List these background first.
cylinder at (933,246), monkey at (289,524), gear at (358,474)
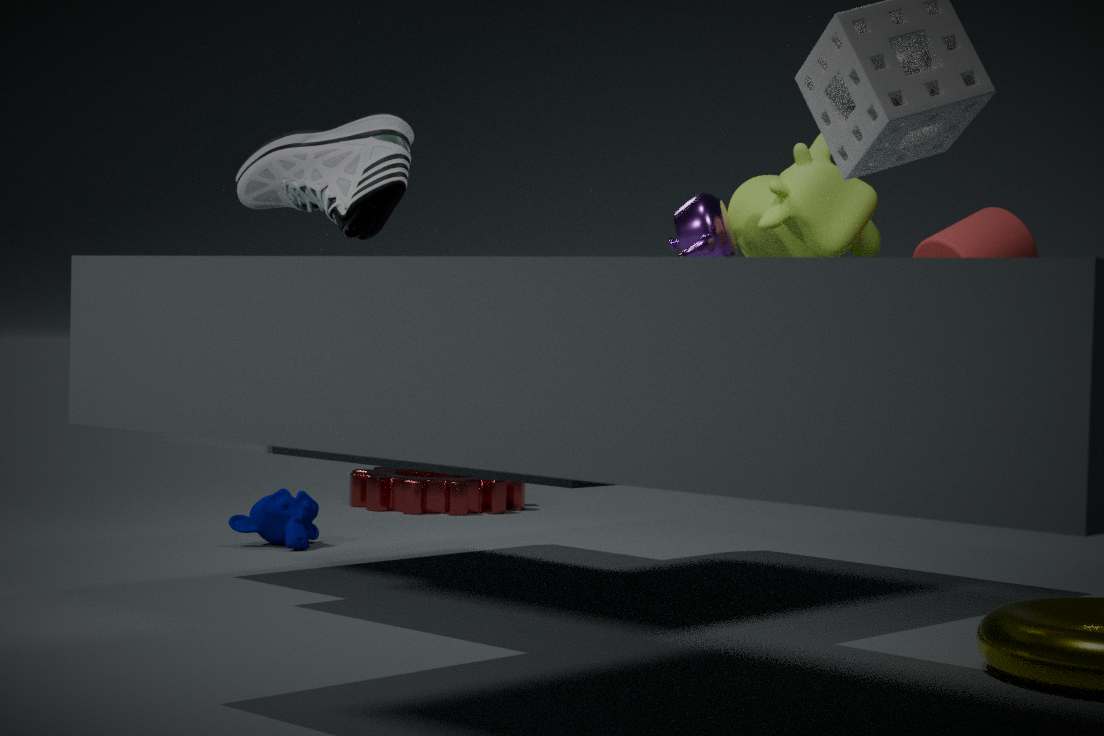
gear at (358,474) < monkey at (289,524) < cylinder at (933,246)
